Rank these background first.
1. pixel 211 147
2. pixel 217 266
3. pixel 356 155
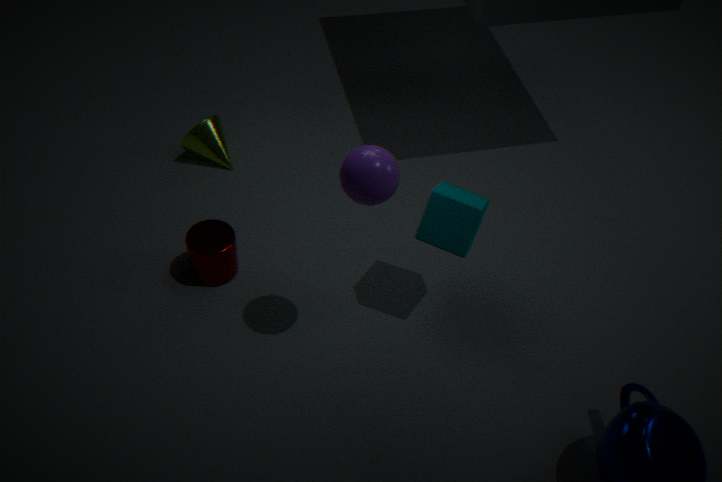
pixel 211 147 < pixel 217 266 < pixel 356 155
